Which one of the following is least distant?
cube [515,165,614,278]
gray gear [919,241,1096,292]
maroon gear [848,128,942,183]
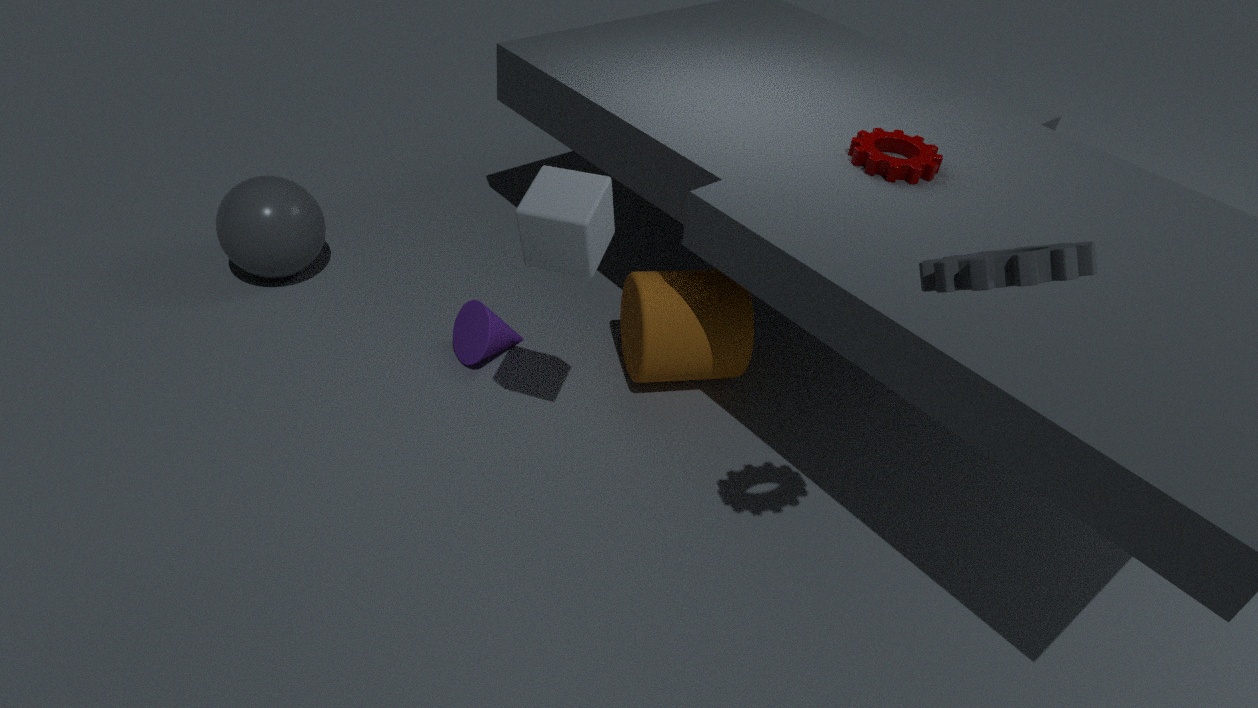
gray gear [919,241,1096,292]
